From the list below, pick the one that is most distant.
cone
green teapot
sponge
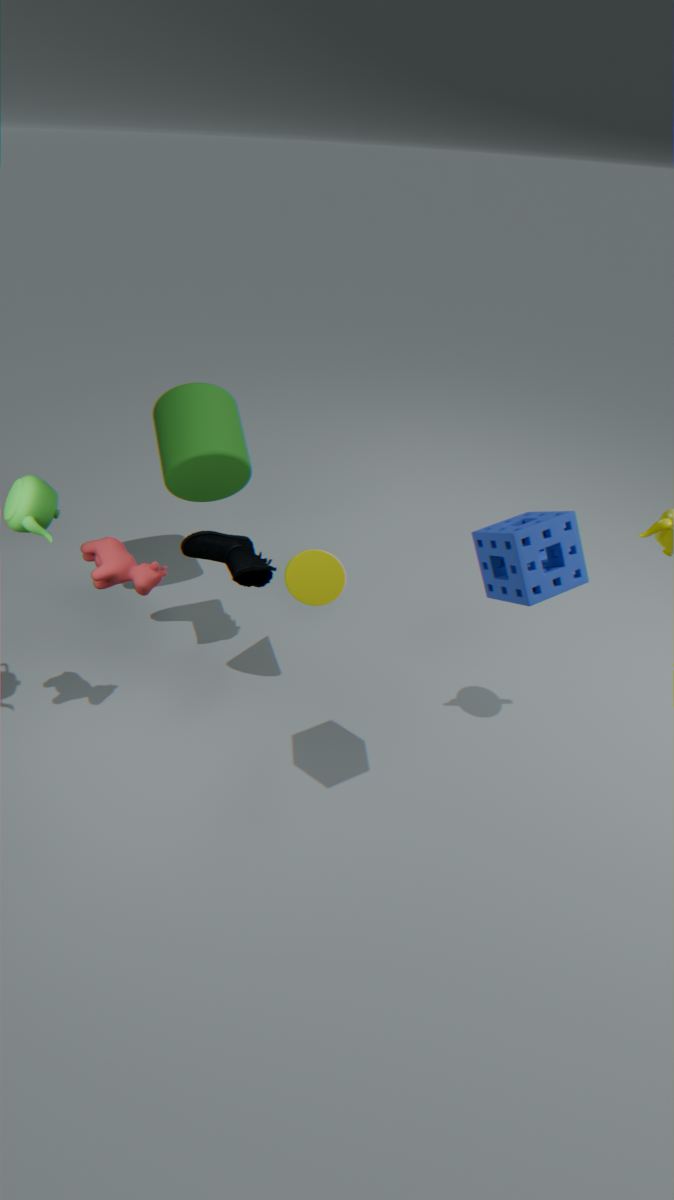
cone
